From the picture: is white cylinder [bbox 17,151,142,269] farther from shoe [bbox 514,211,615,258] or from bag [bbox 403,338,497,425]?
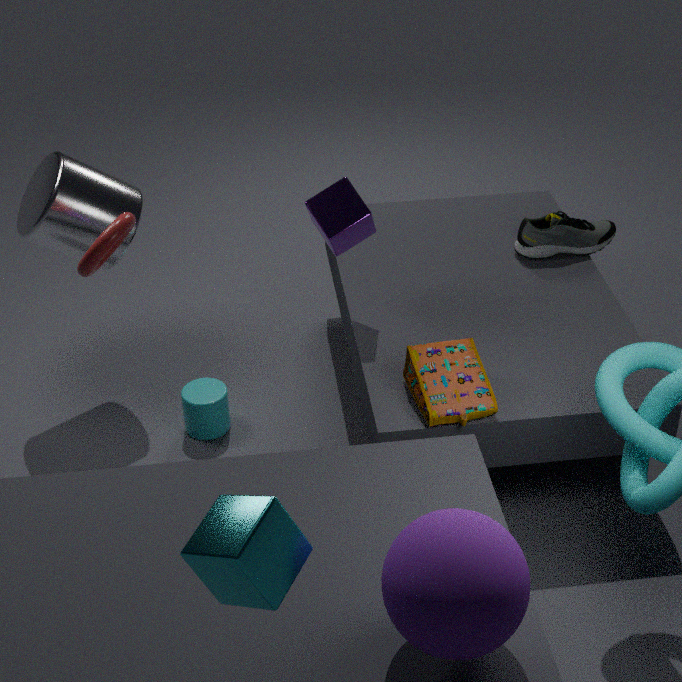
shoe [bbox 514,211,615,258]
